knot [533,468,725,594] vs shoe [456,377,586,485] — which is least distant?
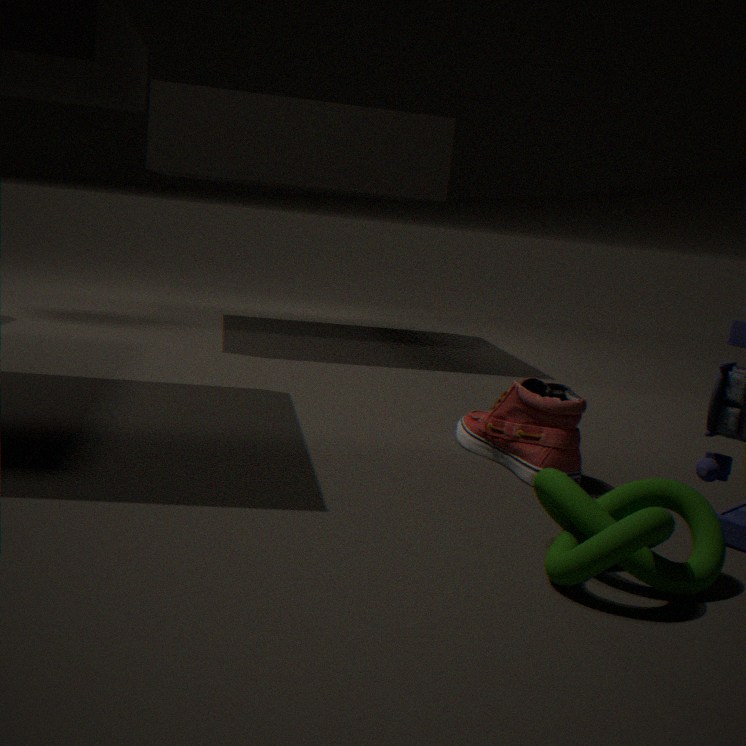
knot [533,468,725,594]
